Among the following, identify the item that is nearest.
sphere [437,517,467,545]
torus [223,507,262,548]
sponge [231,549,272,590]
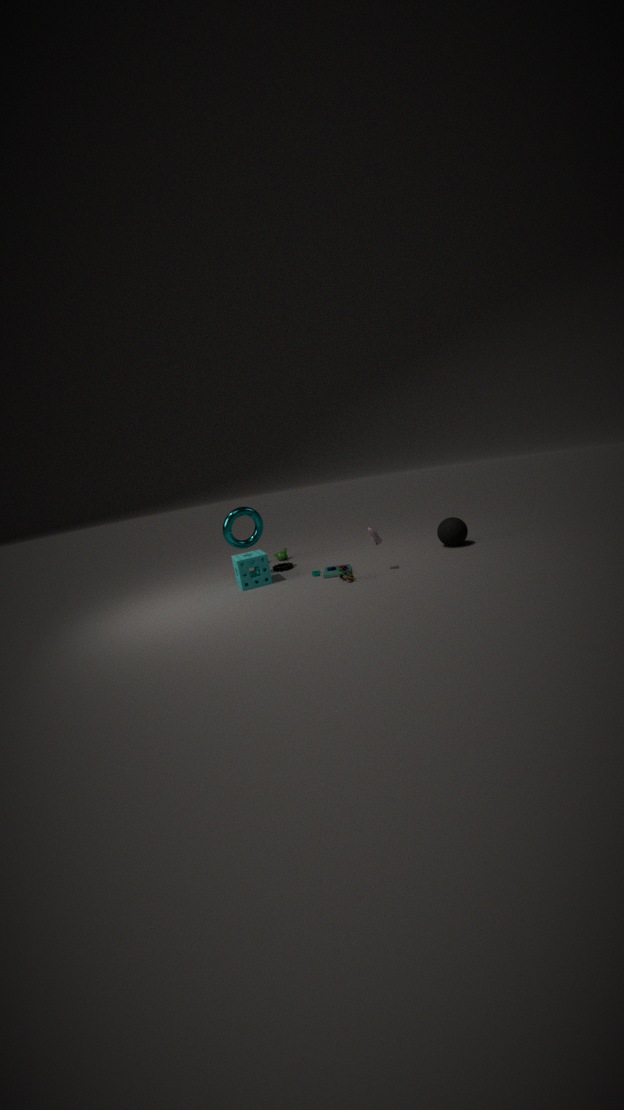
sponge [231,549,272,590]
